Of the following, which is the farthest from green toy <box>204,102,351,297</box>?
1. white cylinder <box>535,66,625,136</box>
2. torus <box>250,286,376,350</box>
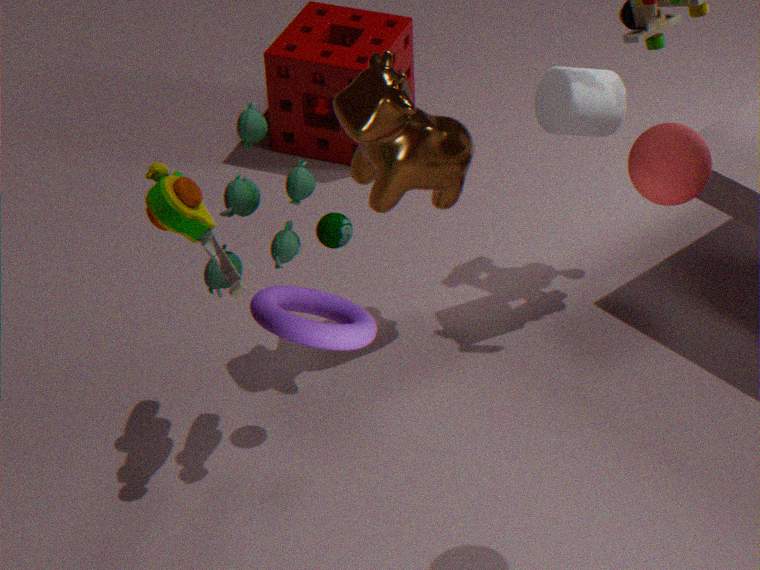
white cylinder <box>535,66,625,136</box>
